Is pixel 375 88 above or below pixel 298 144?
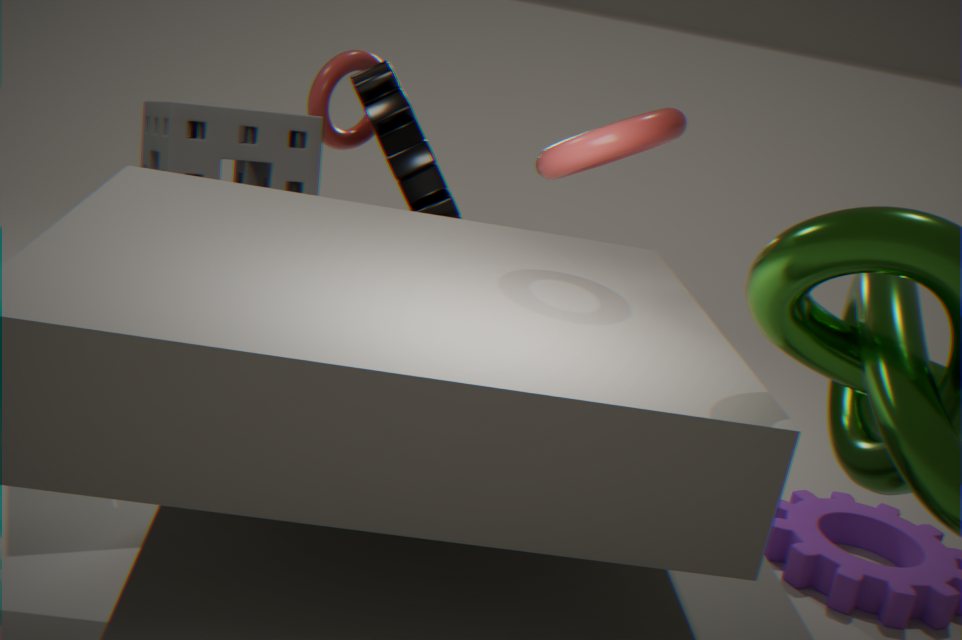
above
